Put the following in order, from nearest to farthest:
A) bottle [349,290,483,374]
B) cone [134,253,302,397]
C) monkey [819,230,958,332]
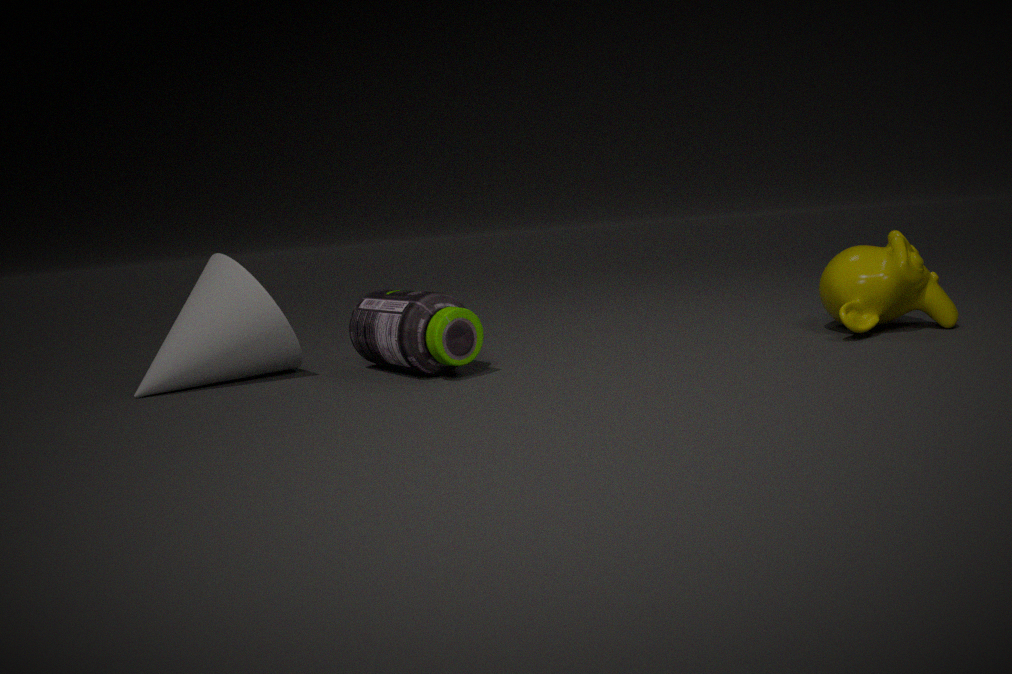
bottle [349,290,483,374], cone [134,253,302,397], monkey [819,230,958,332]
